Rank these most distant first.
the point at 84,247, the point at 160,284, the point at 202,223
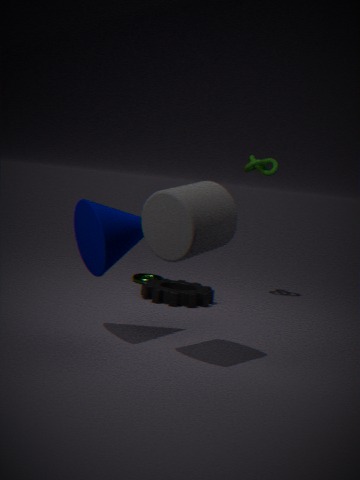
the point at 160,284 < the point at 84,247 < the point at 202,223
